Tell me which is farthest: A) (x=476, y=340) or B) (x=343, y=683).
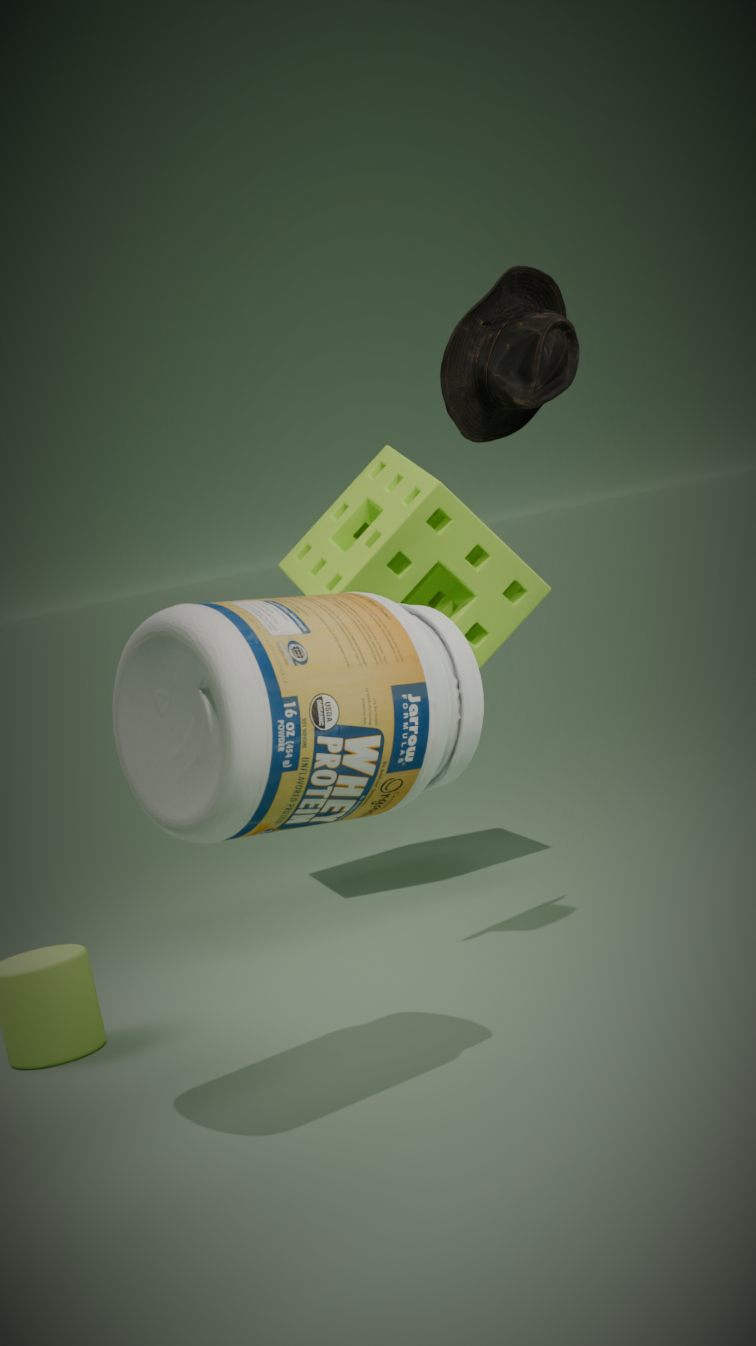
A. (x=476, y=340)
